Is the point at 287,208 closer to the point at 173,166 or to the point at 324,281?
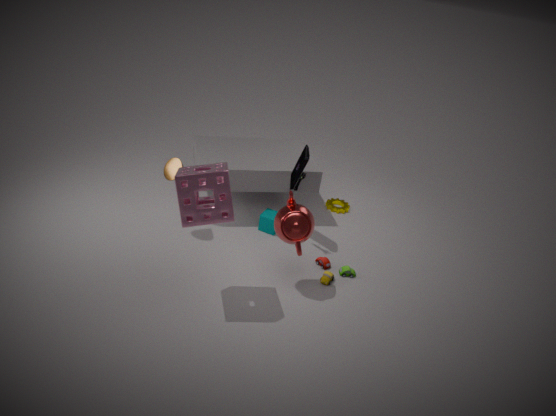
the point at 324,281
